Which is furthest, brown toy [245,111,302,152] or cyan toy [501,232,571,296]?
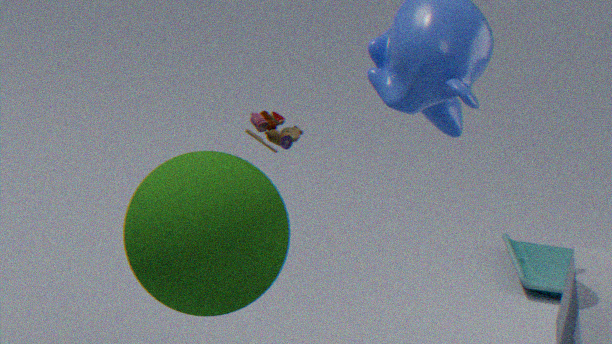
cyan toy [501,232,571,296]
